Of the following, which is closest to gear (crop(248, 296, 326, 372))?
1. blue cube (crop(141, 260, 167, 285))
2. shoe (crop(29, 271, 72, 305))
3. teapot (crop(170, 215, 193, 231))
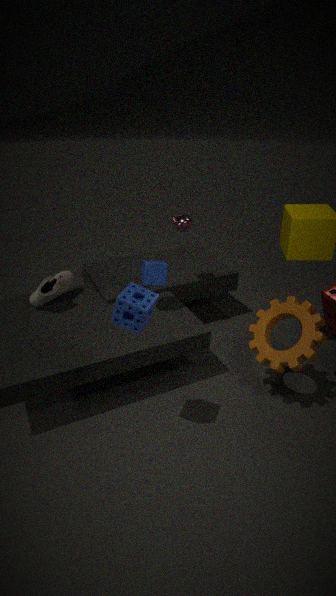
blue cube (crop(141, 260, 167, 285))
